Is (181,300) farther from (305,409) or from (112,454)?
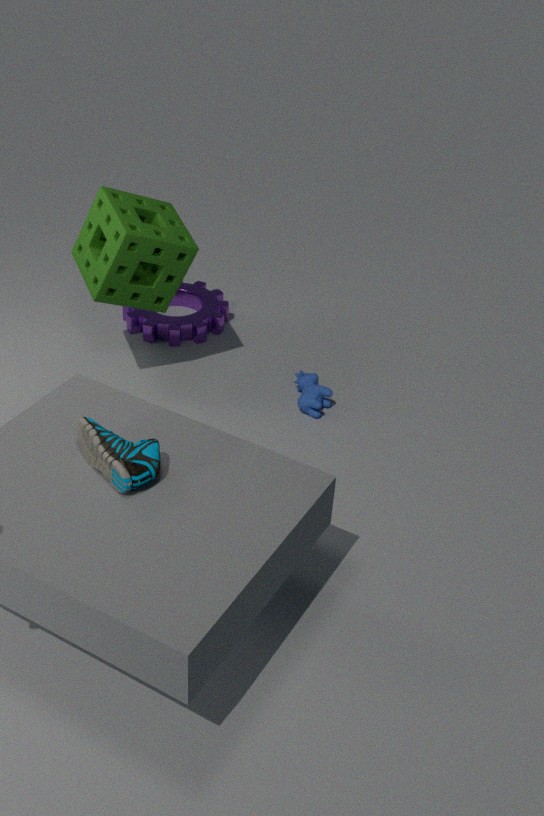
(112,454)
